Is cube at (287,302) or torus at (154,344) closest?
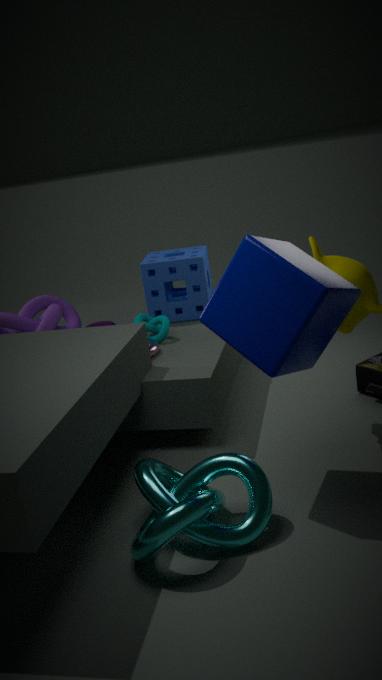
cube at (287,302)
